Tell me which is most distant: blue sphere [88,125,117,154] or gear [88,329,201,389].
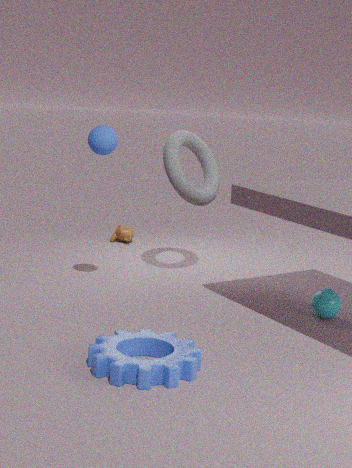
blue sphere [88,125,117,154]
